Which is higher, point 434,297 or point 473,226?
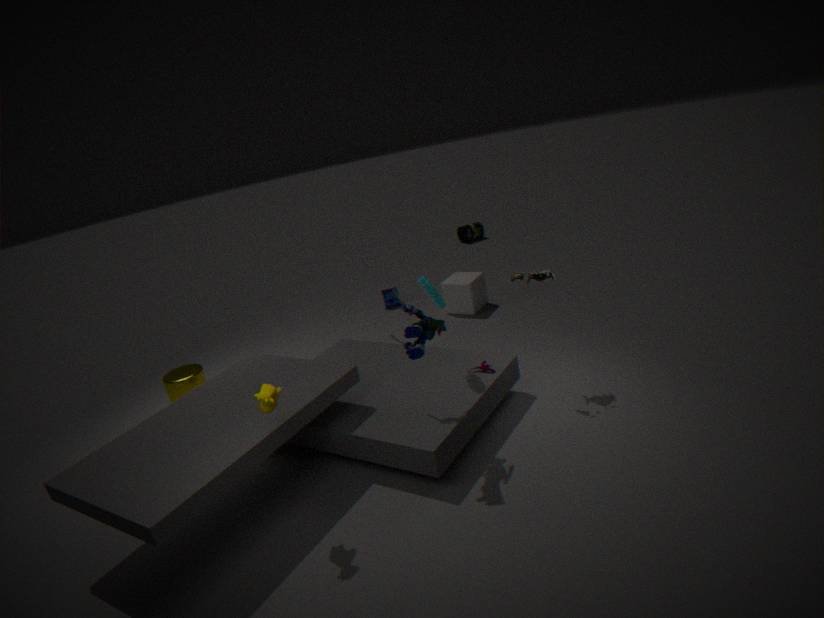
point 434,297
